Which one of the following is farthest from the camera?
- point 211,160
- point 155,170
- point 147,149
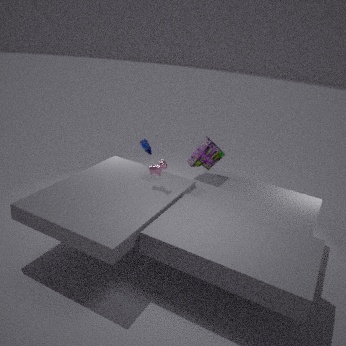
point 211,160
